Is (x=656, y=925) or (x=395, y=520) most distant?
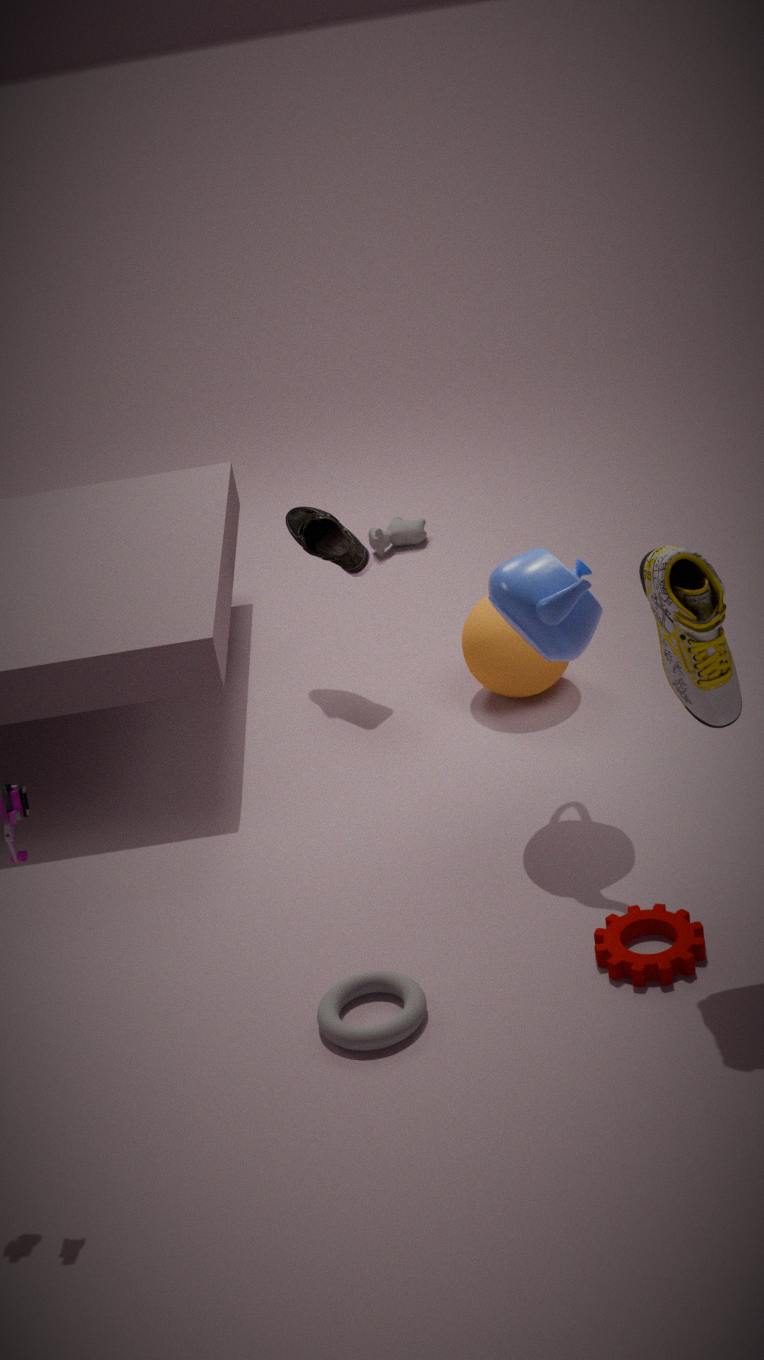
(x=395, y=520)
